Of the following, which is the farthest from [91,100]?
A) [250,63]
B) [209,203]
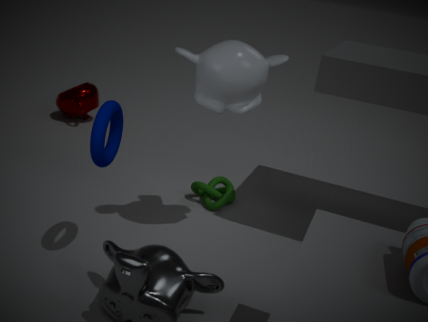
[250,63]
